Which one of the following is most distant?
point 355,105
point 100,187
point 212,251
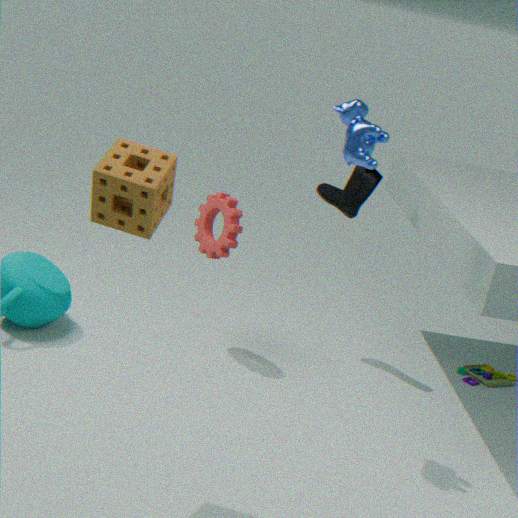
point 212,251
